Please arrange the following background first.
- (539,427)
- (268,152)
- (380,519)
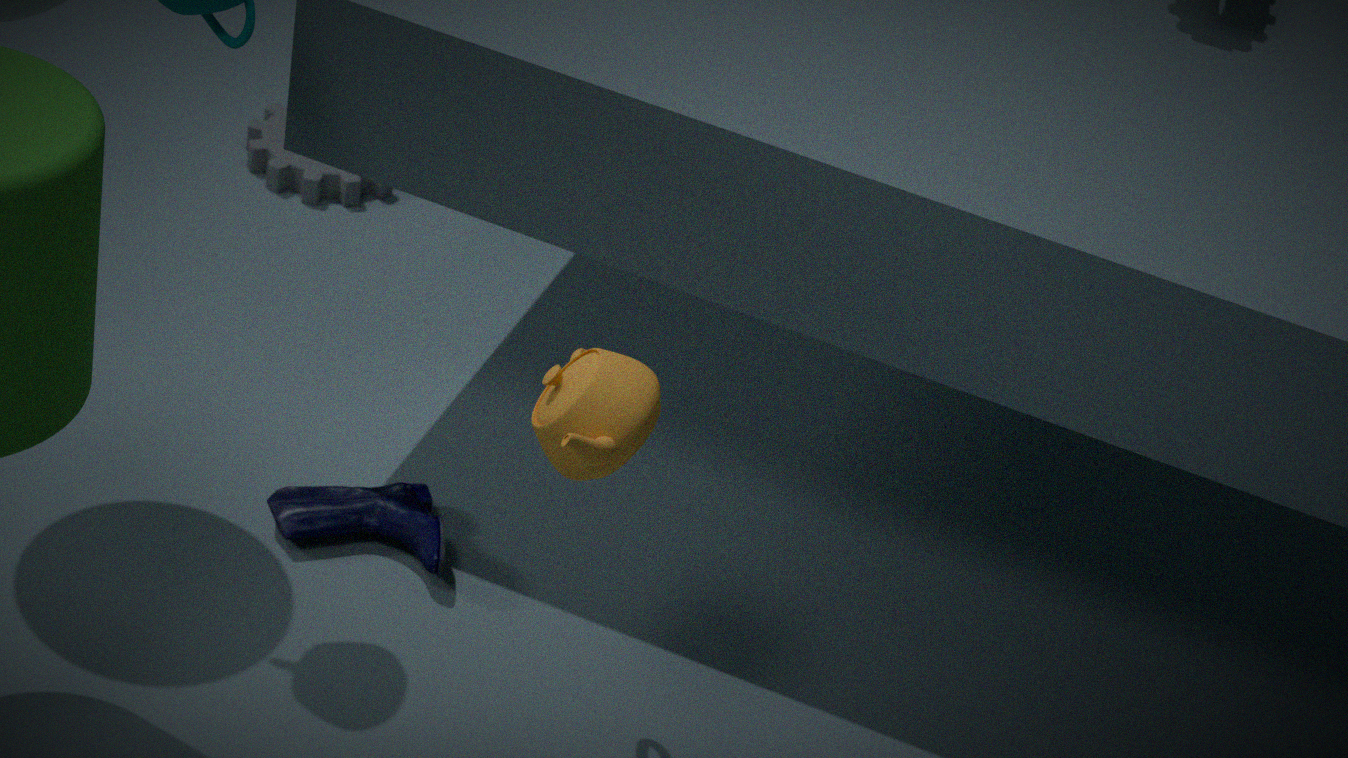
(268,152) < (380,519) < (539,427)
